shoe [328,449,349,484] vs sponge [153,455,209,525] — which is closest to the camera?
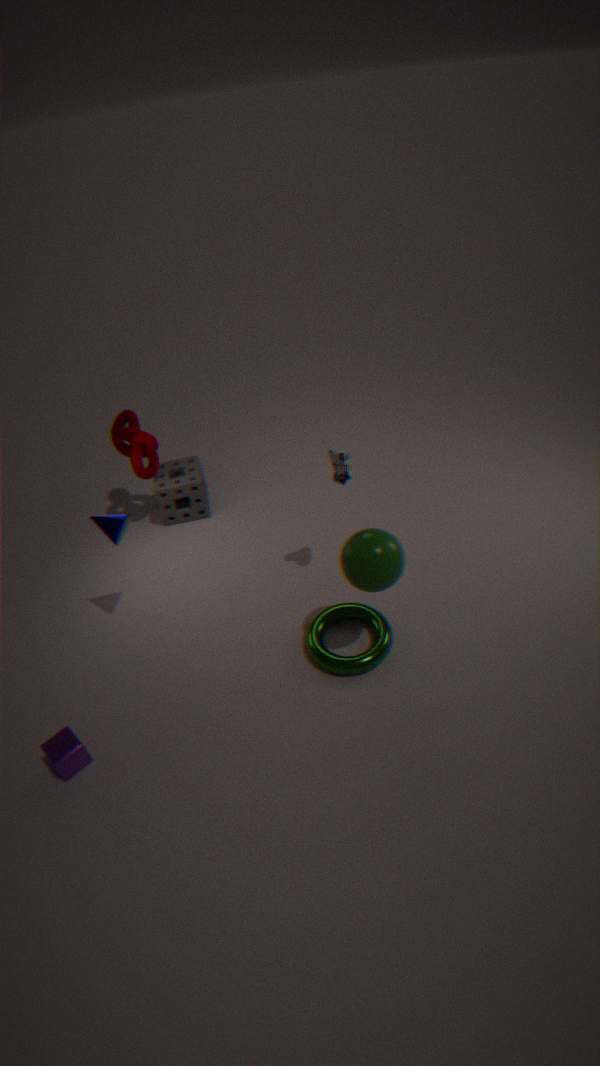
shoe [328,449,349,484]
